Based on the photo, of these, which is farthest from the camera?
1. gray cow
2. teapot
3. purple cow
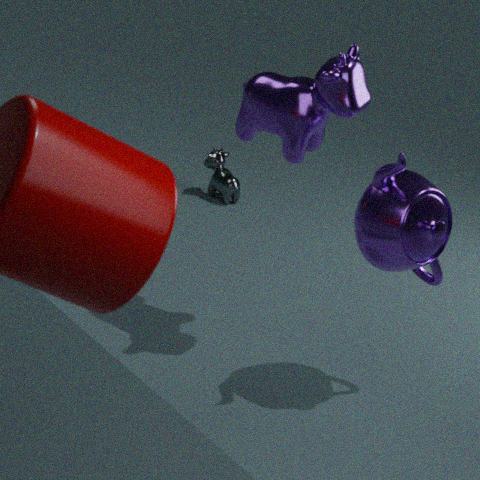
gray cow
